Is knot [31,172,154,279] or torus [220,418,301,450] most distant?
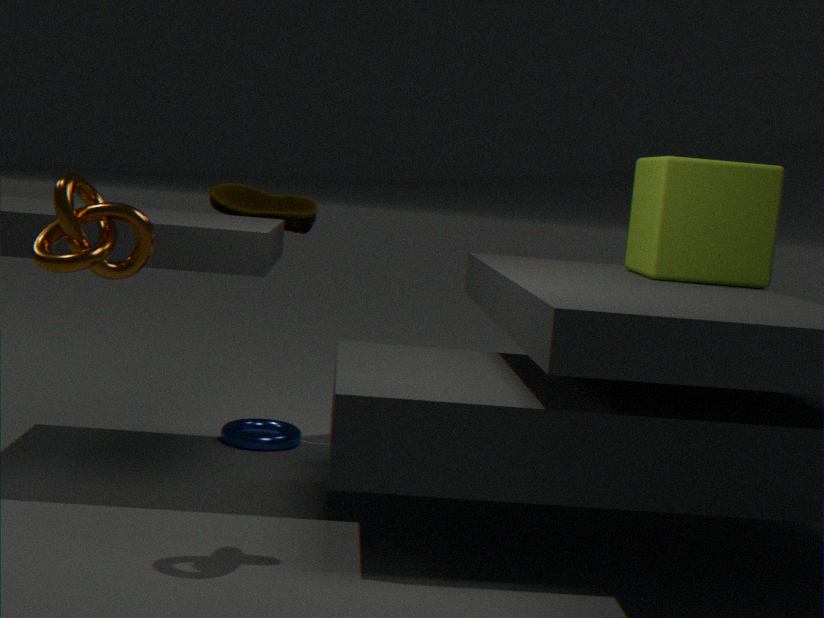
torus [220,418,301,450]
